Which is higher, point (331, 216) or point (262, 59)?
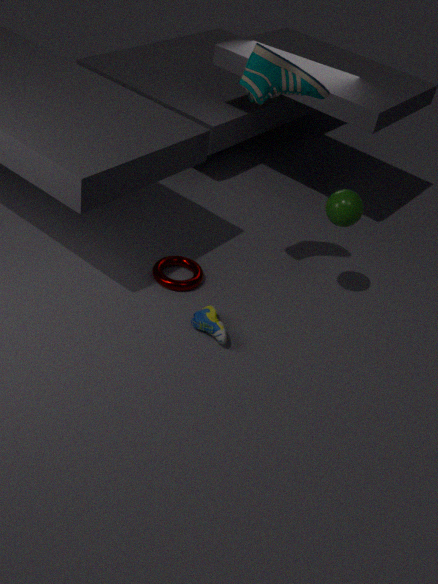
point (262, 59)
